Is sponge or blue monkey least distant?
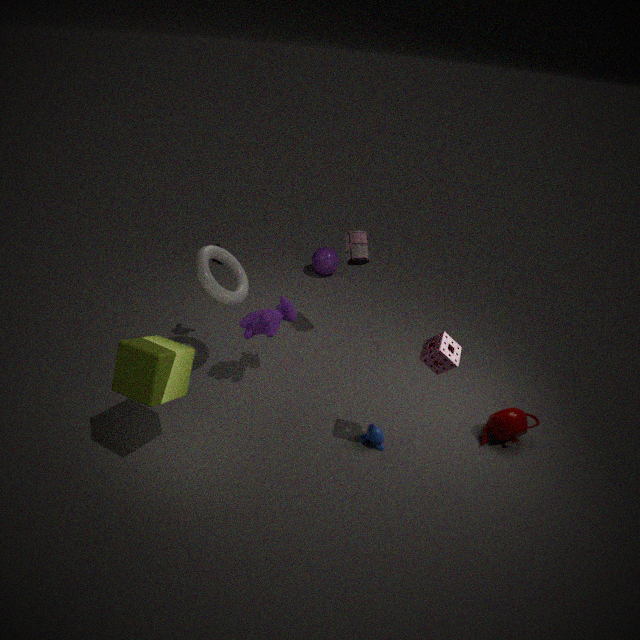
sponge
